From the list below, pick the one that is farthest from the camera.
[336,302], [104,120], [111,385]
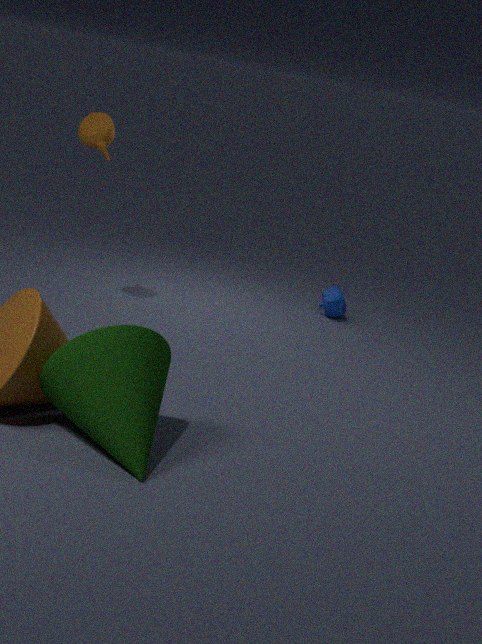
[336,302]
